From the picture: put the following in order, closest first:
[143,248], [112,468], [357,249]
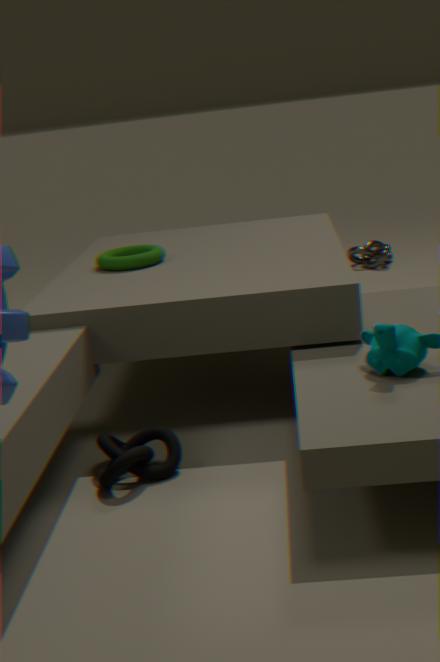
1. [112,468]
2. [143,248]
3. [357,249]
